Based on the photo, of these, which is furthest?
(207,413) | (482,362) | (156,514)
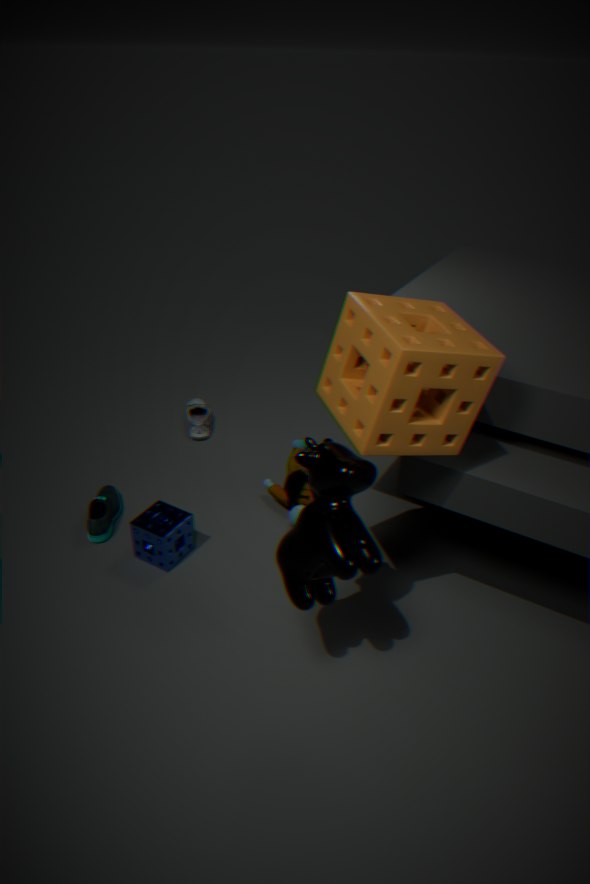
(207,413)
